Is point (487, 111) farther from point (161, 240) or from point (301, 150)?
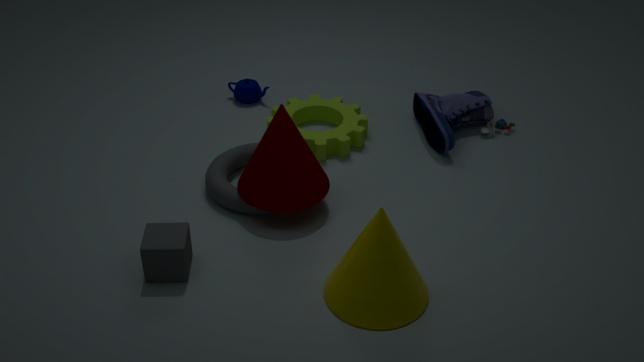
point (161, 240)
